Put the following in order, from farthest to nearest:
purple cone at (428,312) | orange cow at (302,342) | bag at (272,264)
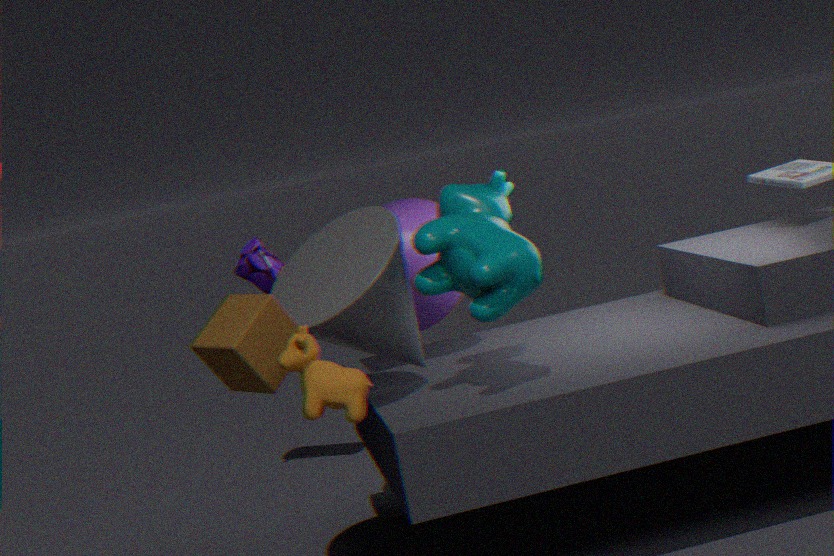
bag at (272,264), purple cone at (428,312), orange cow at (302,342)
